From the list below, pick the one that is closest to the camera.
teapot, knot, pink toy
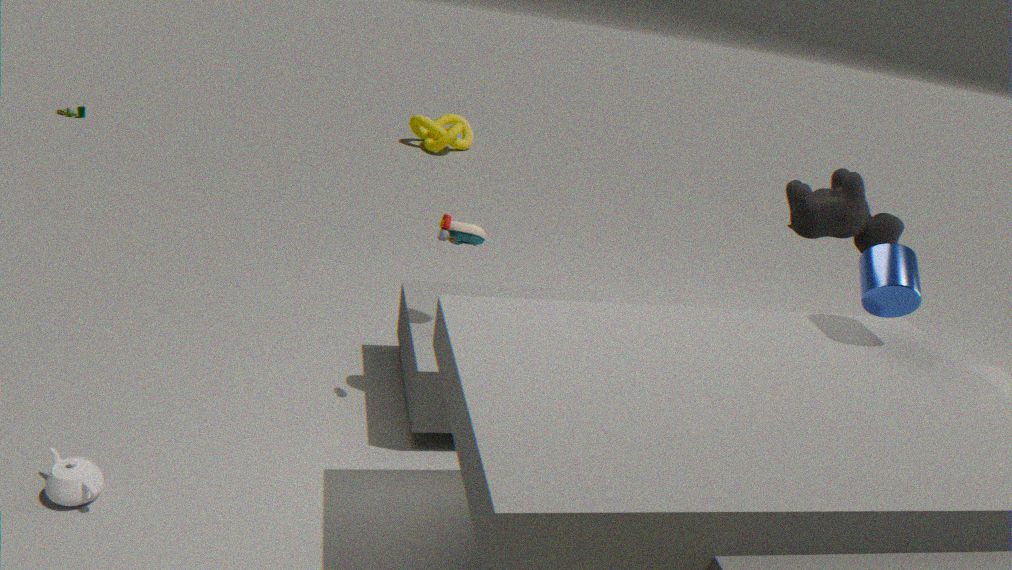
teapot
